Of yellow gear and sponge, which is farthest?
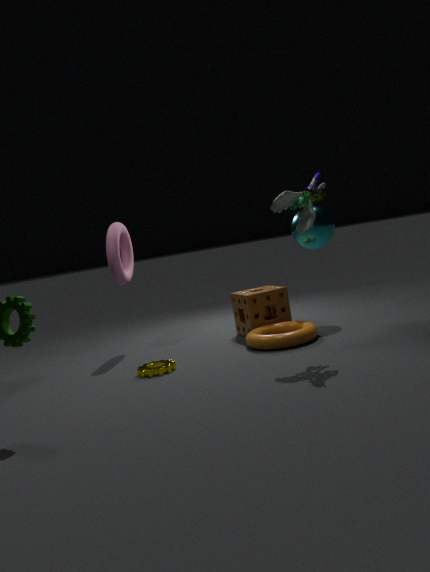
sponge
